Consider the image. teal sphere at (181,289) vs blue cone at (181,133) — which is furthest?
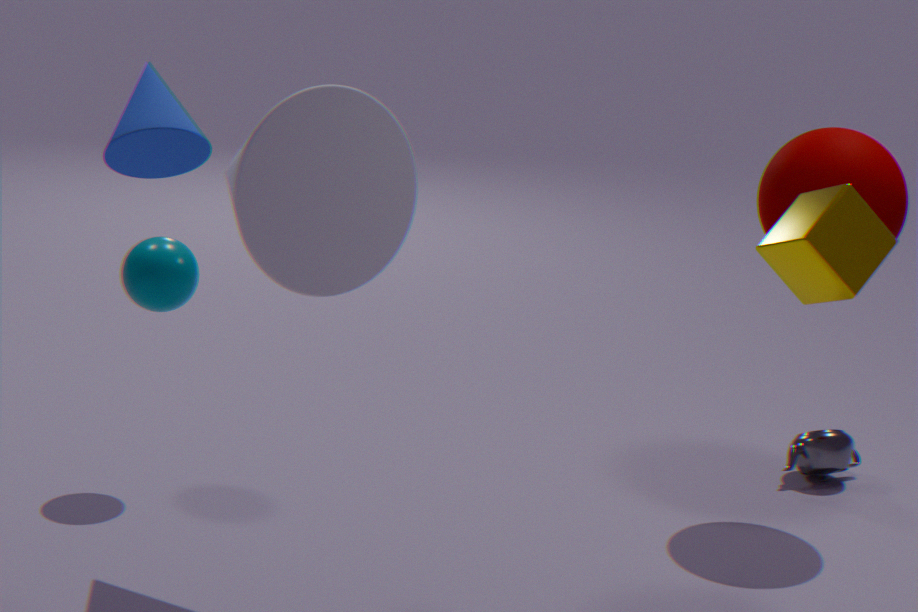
teal sphere at (181,289)
